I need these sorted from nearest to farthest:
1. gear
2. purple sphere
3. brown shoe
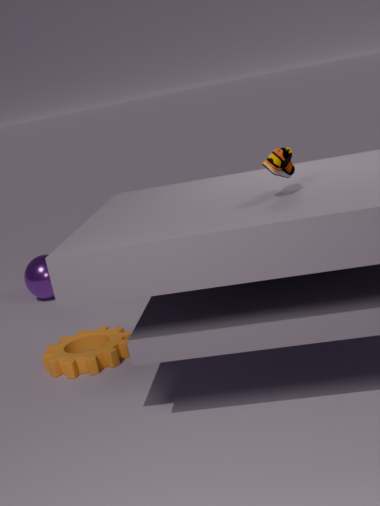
brown shoe
gear
purple sphere
